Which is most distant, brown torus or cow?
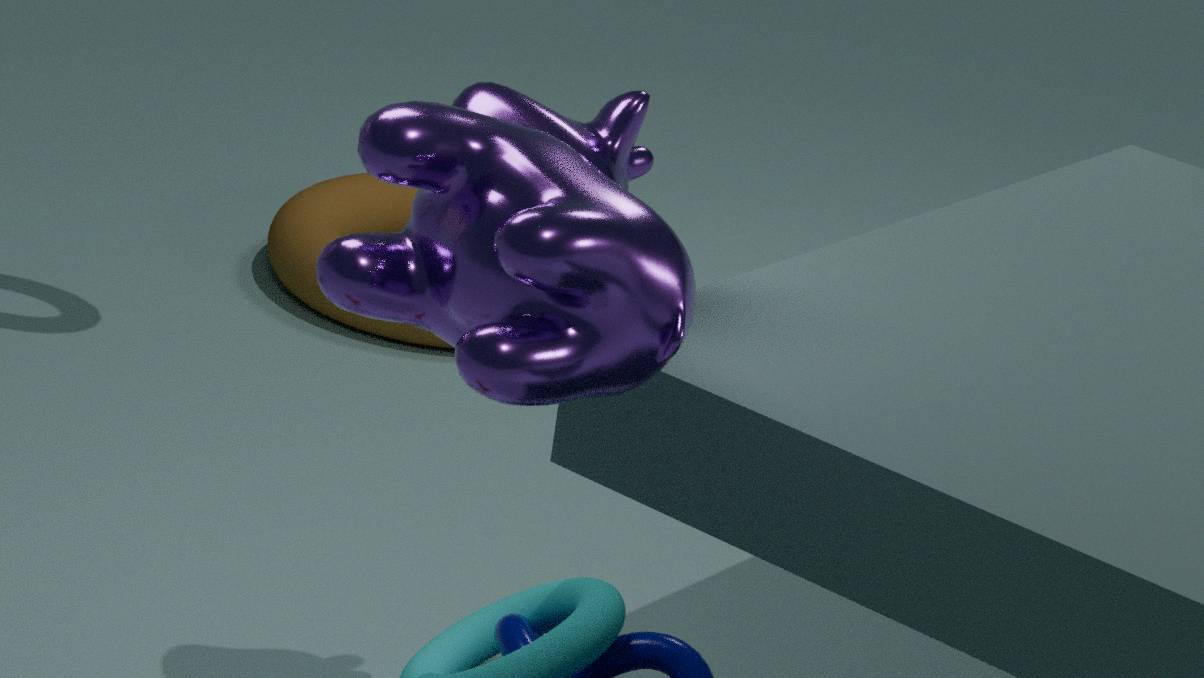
brown torus
